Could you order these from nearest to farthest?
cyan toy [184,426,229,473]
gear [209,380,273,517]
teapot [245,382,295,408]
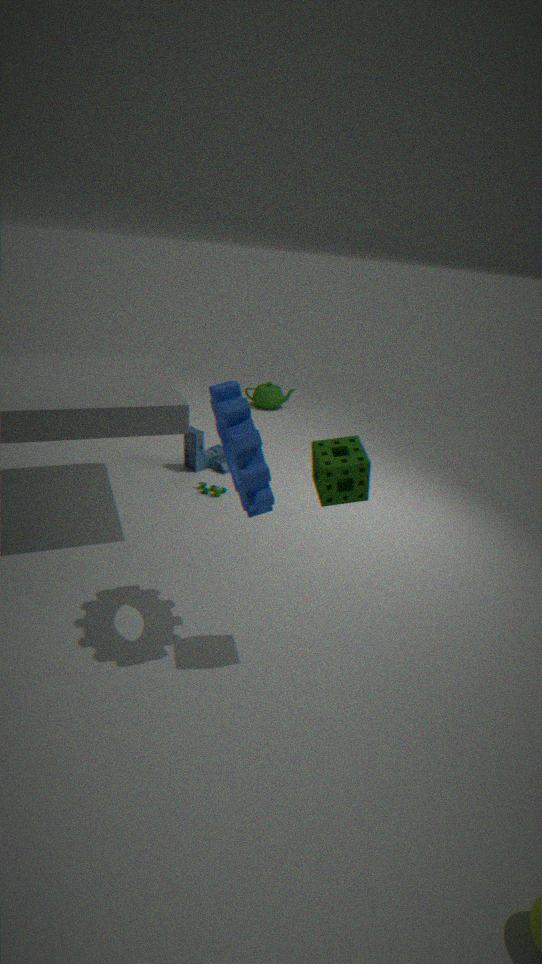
gear [209,380,273,517] → cyan toy [184,426,229,473] → teapot [245,382,295,408]
